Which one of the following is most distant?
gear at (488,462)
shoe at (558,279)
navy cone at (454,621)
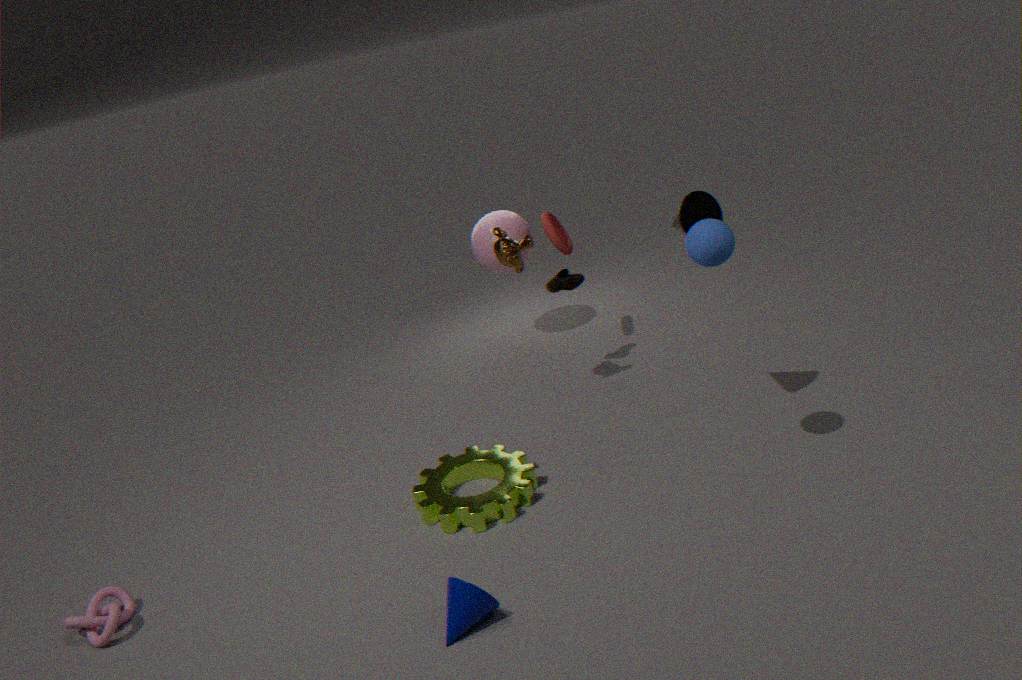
shoe at (558,279)
